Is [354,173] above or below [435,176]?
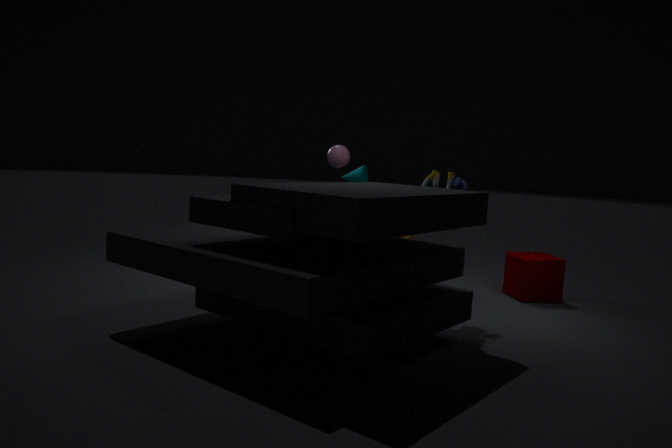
above
